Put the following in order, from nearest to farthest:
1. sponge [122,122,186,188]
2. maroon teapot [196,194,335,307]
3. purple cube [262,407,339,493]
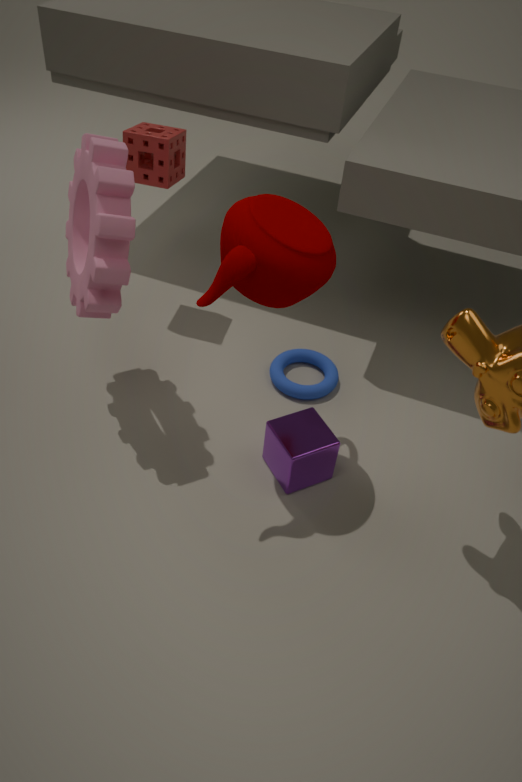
maroon teapot [196,194,335,307] < purple cube [262,407,339,493] < sponge [122,122,186,188]
